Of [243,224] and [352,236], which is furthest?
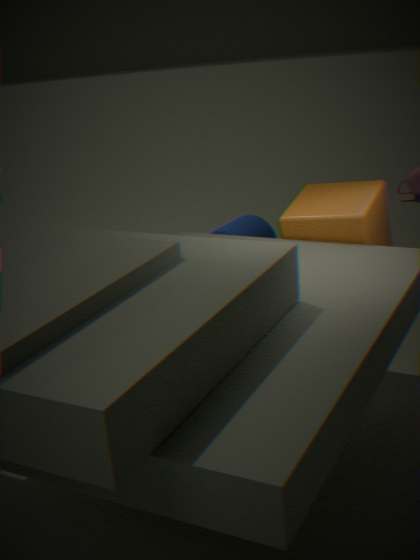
[243,224]
